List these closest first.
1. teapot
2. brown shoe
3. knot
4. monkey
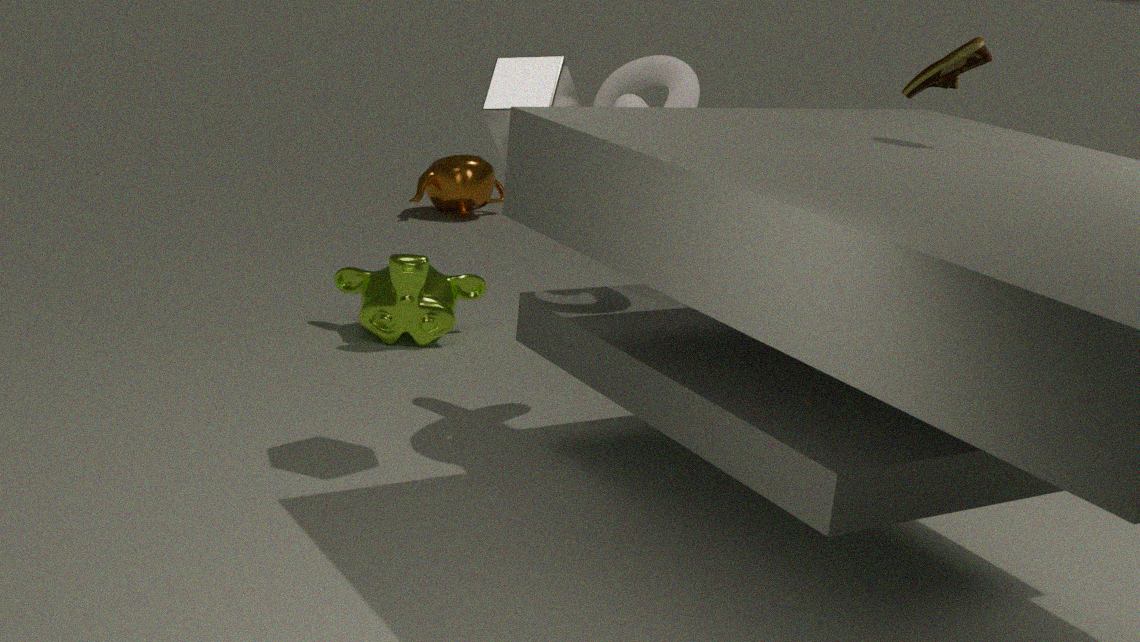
→ 1. brown shoe
2. knot
3. monkey
4. teapot
